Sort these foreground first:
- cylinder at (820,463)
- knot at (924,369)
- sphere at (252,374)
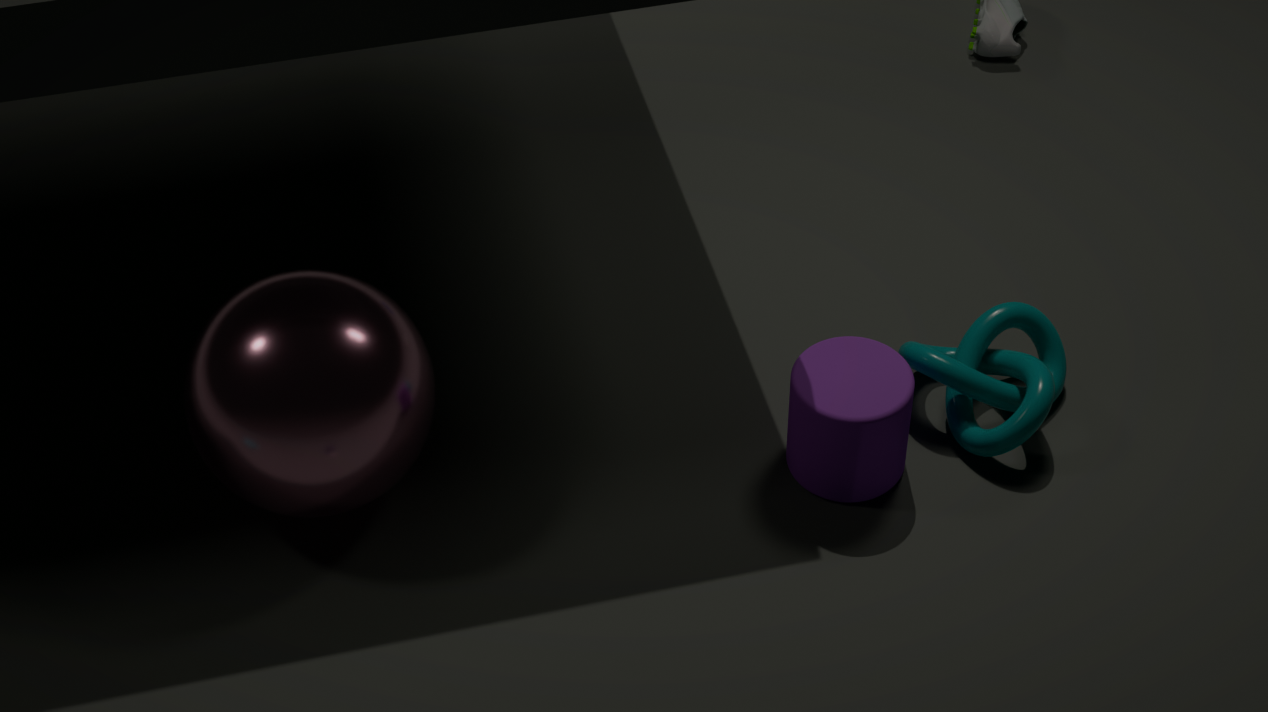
sphere at (252,374) → cylinder at (820,463) → knot at (924,369)
